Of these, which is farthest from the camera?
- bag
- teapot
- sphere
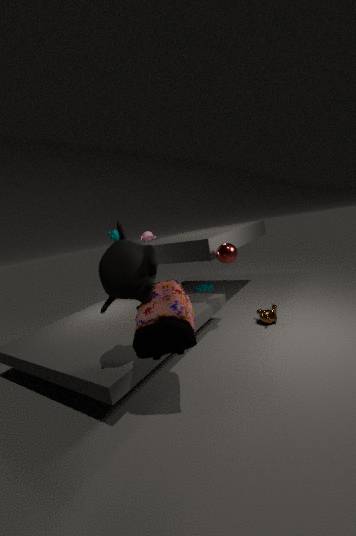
teapot
